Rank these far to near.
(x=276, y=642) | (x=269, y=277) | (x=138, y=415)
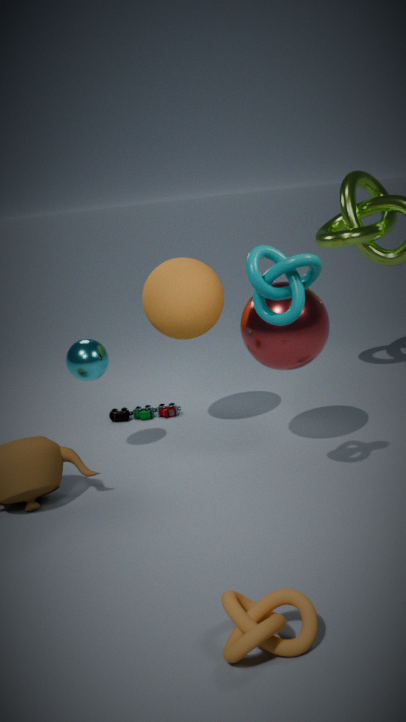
(x=138, y=415) < (x=269, y=277) < (x=276, y=642)
